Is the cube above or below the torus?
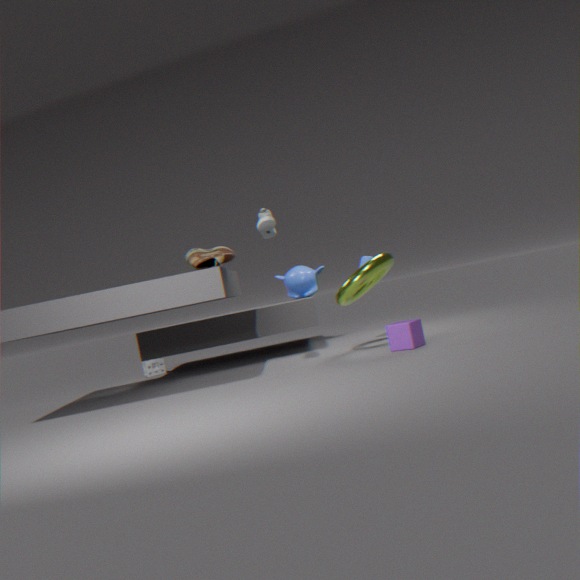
below
